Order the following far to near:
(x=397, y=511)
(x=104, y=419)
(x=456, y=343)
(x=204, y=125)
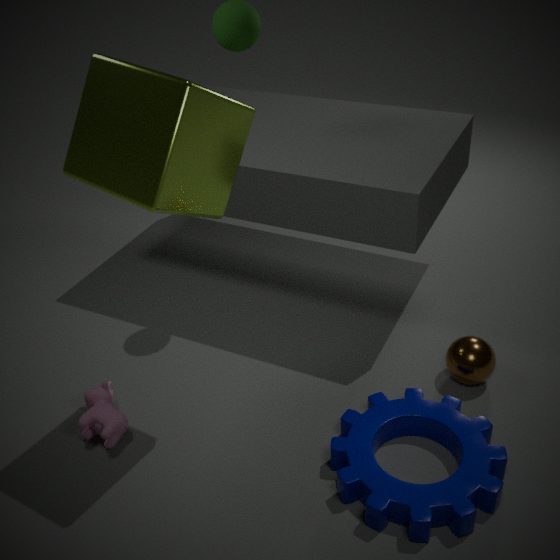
(x=456, y=343), (x=104, y=419), (x=397, y=511), (x=204, y=125)
